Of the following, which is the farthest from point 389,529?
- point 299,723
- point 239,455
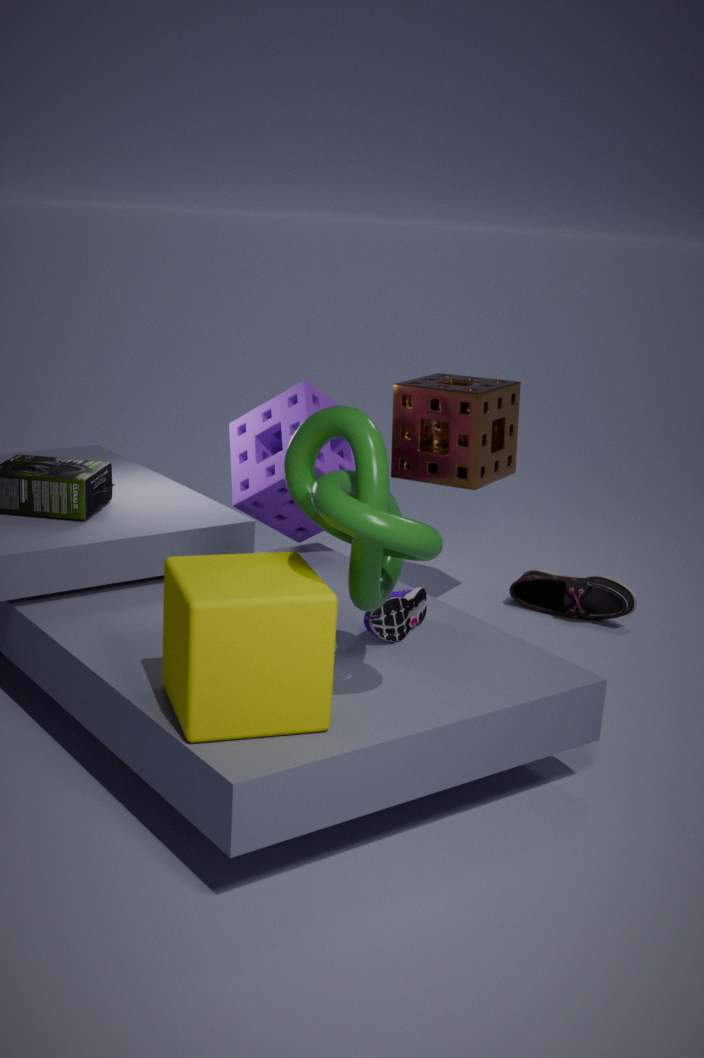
point 239,455
